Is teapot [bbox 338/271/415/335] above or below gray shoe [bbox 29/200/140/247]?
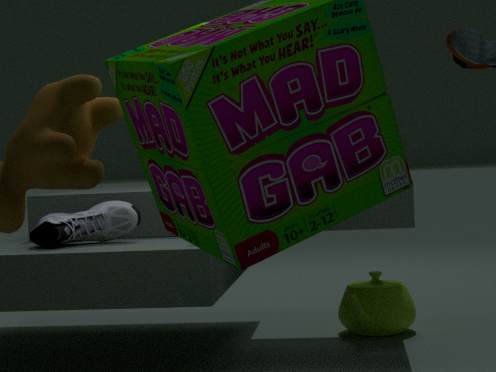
below
